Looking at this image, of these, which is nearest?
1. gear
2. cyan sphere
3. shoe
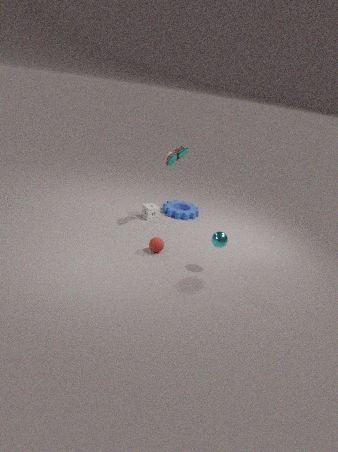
cyan sphere
